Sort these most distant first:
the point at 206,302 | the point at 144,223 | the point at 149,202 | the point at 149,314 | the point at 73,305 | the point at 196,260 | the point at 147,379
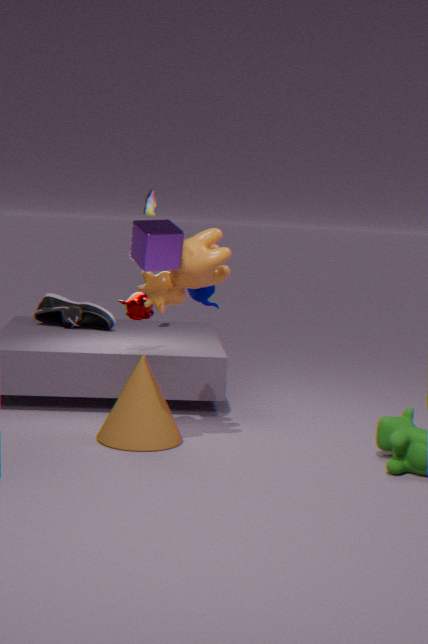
the point at 73,305
the point at 149,202
the point at 149,314
the point at 206,302
the point at 147,379
the point at 196,260
the point at 144,223
